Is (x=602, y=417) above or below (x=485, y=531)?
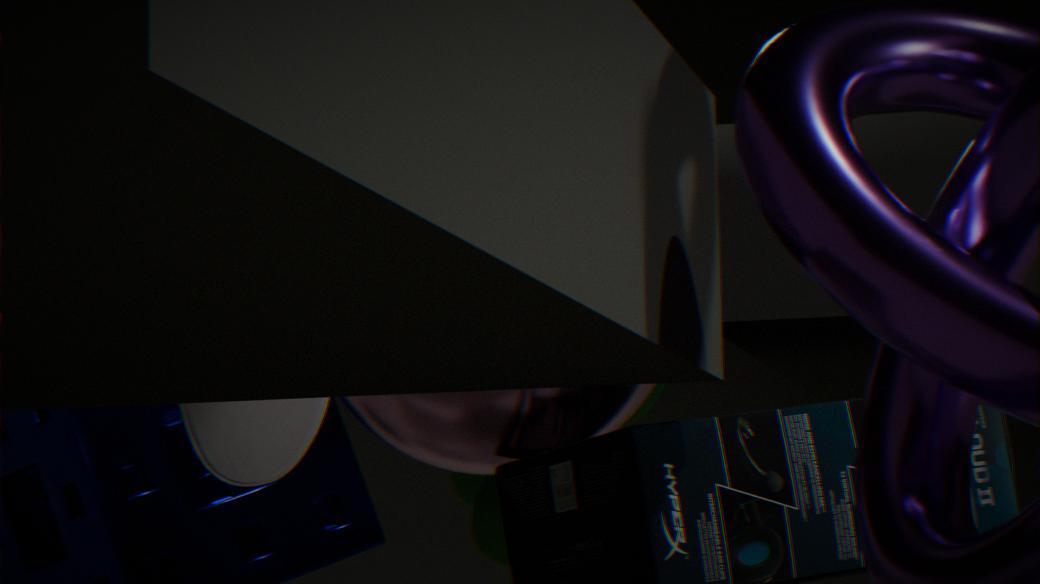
above
